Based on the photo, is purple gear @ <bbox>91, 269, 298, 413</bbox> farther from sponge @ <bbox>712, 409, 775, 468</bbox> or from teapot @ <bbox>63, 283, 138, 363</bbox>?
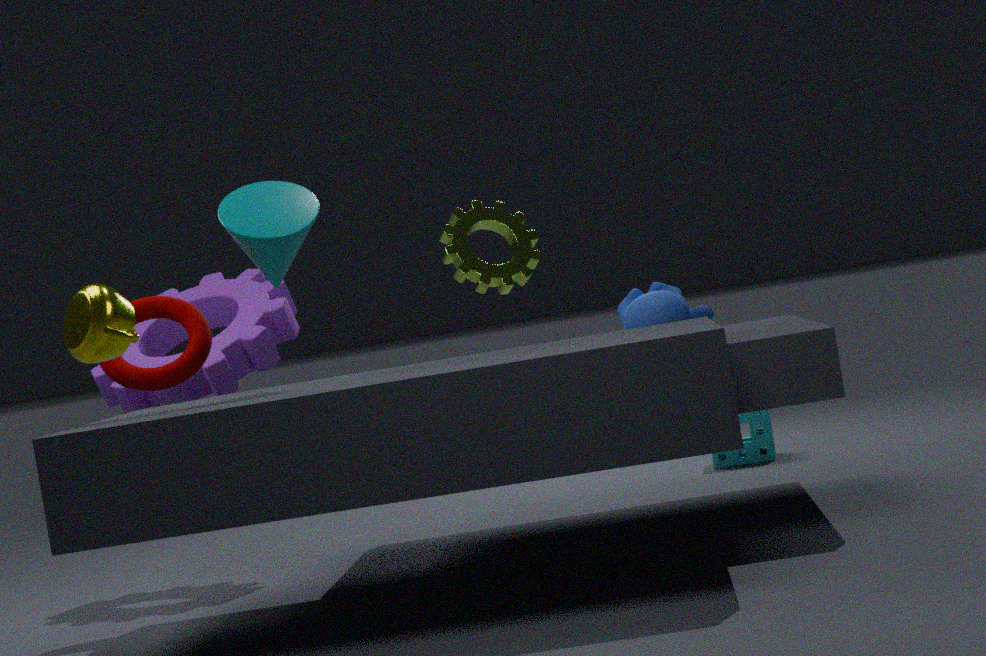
sponge @ <bbox>712, 409, 775, 468</bbox>
